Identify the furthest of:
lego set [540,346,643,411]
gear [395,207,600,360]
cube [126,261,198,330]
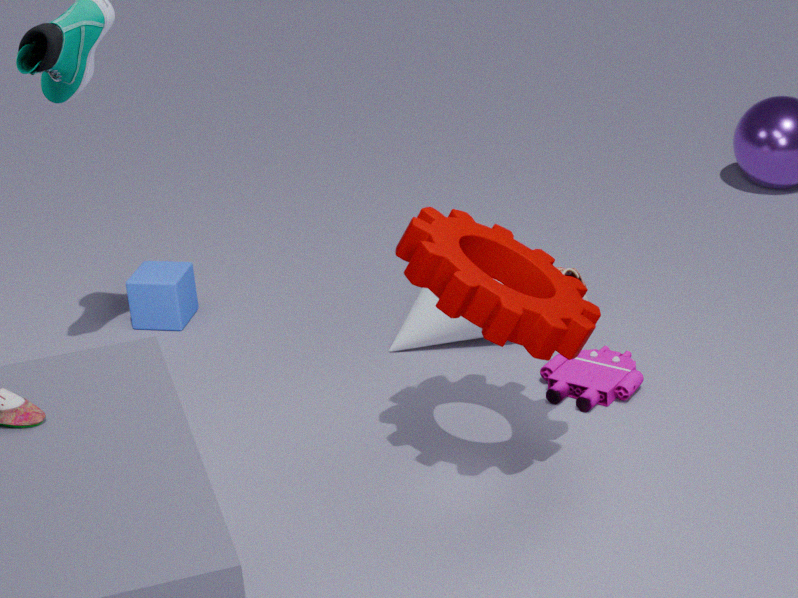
cube [126,261,198,330]
